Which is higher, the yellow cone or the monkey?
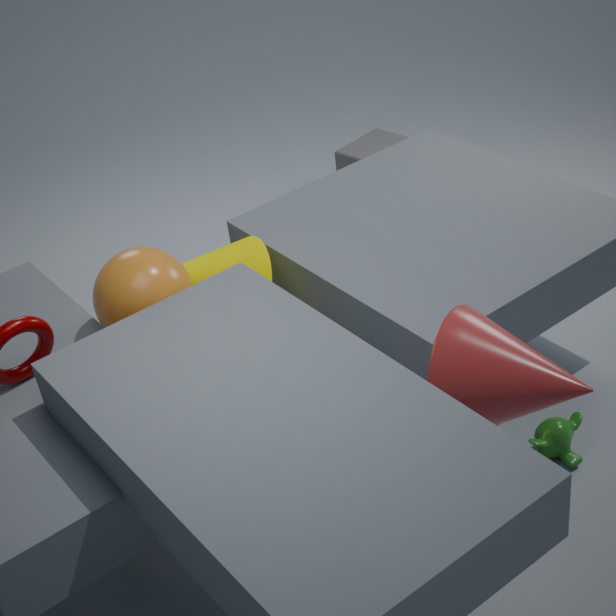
the yellow cone
